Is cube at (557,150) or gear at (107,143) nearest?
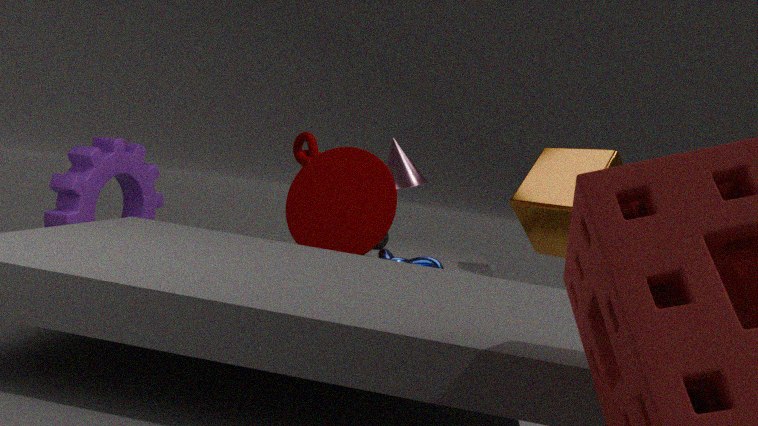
gear at (107,143)
